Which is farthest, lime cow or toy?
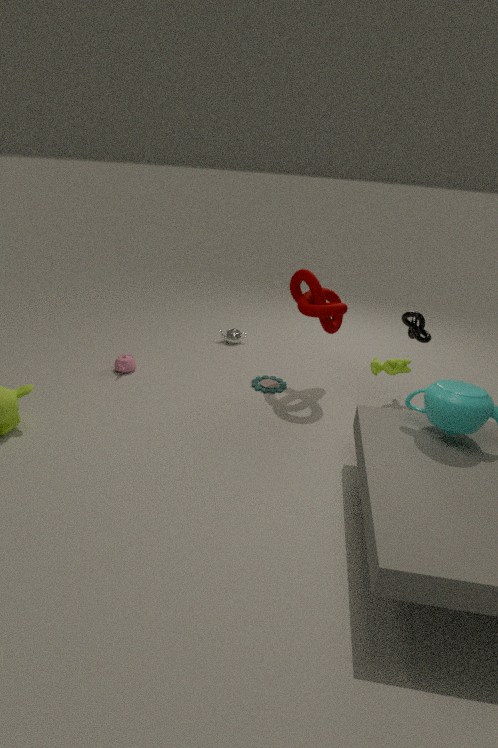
toy
